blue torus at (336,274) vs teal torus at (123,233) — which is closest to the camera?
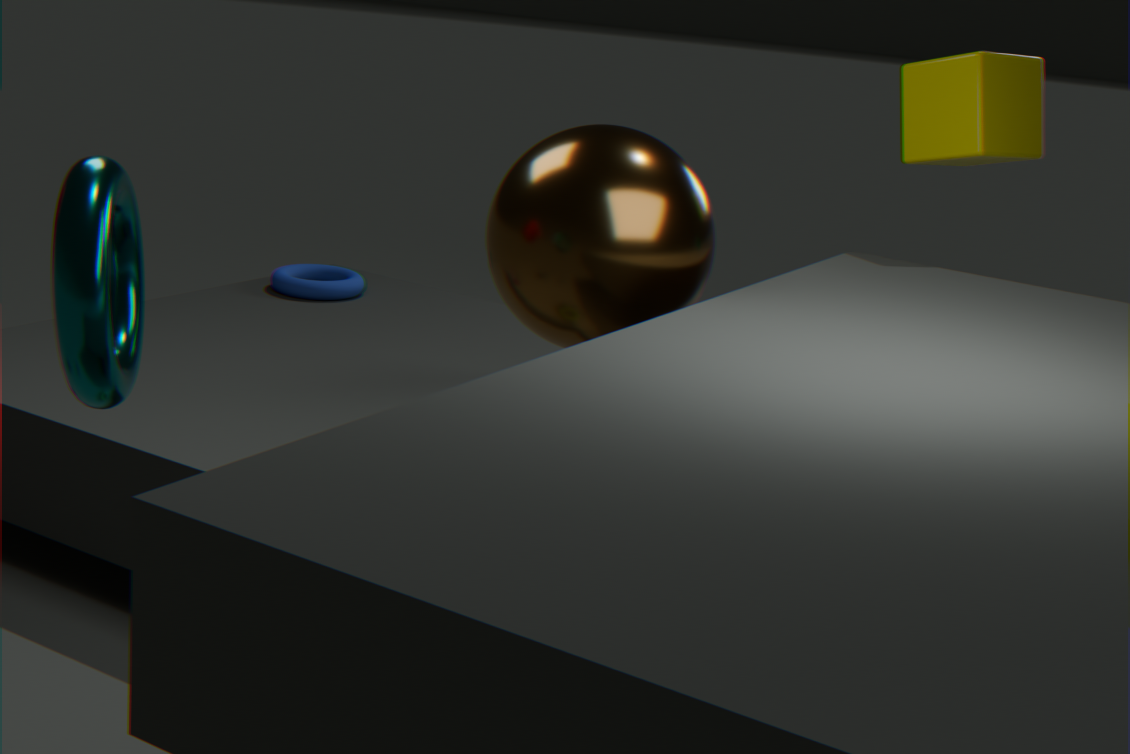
teal torus at (123,233)
